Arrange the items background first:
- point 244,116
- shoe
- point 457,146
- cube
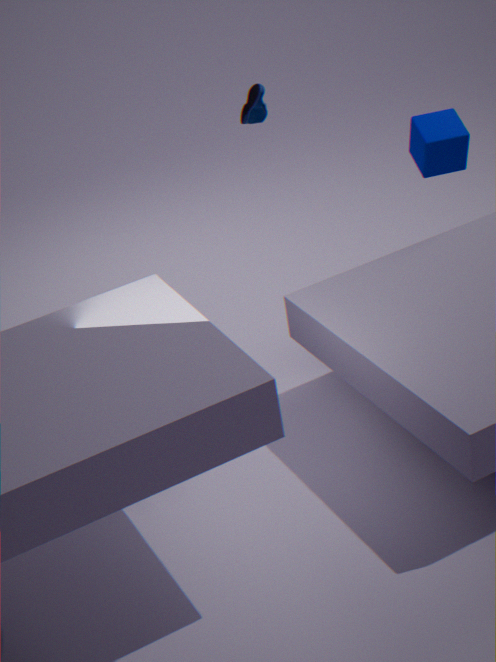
point 457,146, point 244,116, cube, shoe
